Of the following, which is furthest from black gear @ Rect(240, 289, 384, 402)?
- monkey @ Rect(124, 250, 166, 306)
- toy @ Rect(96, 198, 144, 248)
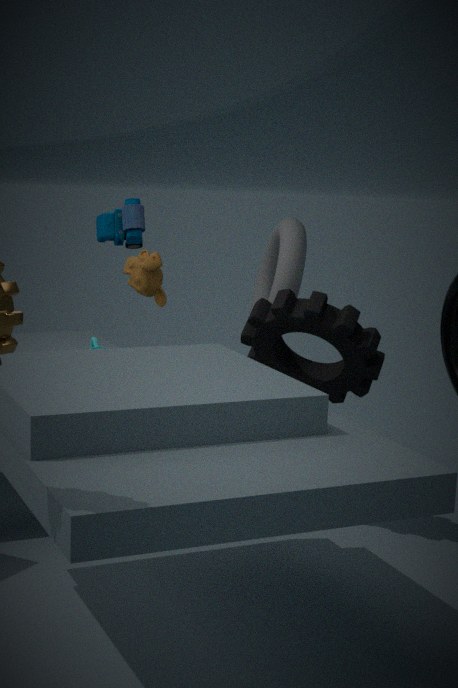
toy @ Rect(96, 198, 144, 248)
